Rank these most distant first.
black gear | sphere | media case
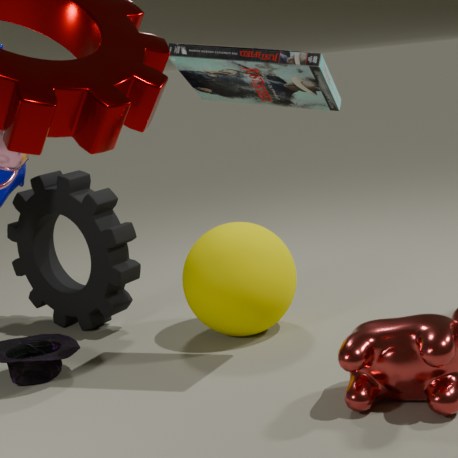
black gear → sphere → media case
